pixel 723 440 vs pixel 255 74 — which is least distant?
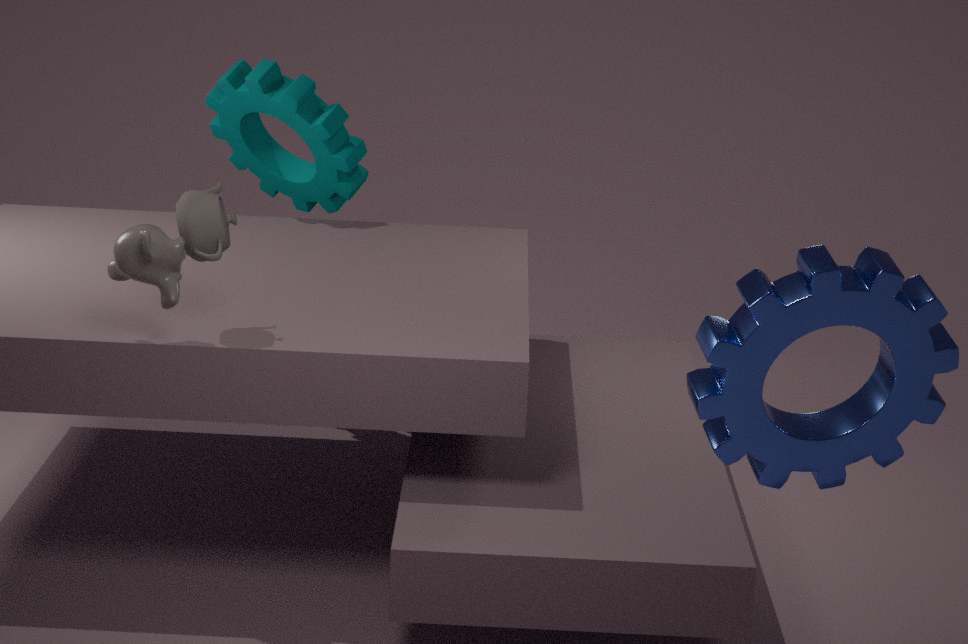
pixel 723 440
